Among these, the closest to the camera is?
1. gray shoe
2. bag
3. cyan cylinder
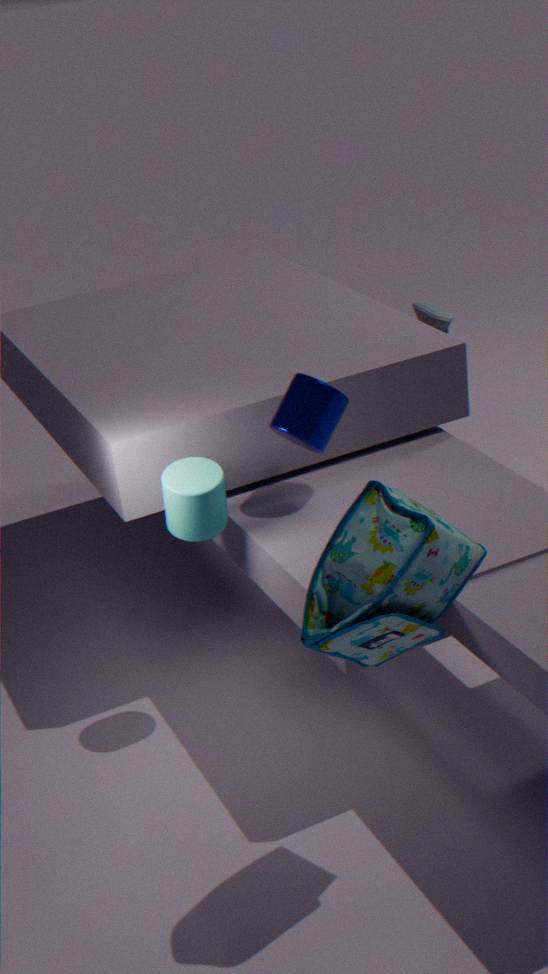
bag
